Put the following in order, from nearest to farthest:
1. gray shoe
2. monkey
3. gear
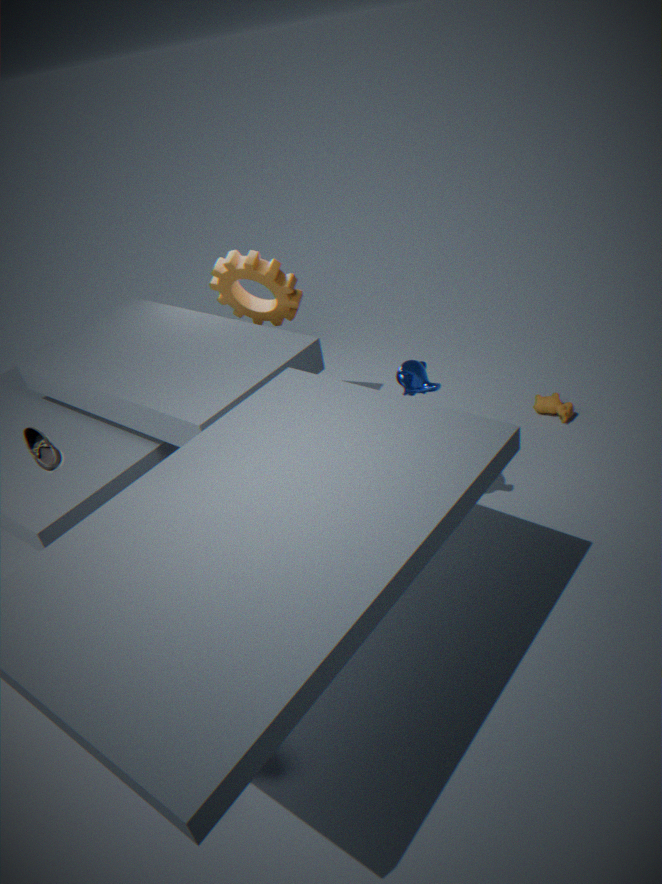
gray shoe, monkey, gear
